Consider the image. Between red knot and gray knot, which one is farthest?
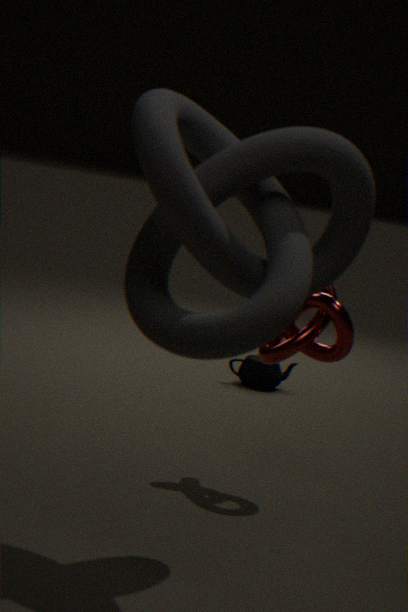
red knot
